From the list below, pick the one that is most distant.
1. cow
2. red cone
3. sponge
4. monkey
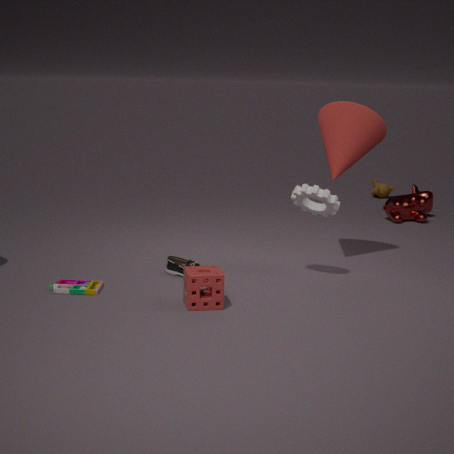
monkey
